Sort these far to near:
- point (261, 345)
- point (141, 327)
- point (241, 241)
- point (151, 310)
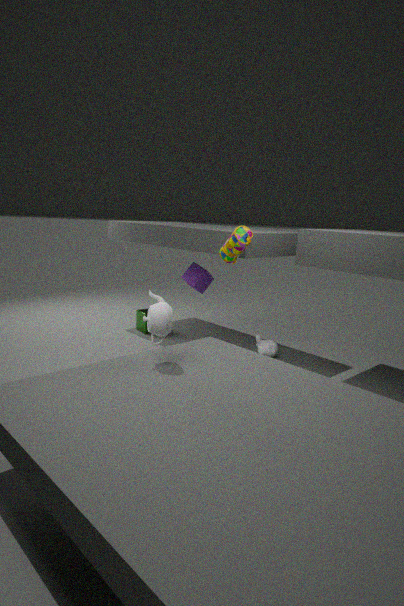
point (141, 327) → point (261, 345) → point (241, 241) → point (151, 310)
